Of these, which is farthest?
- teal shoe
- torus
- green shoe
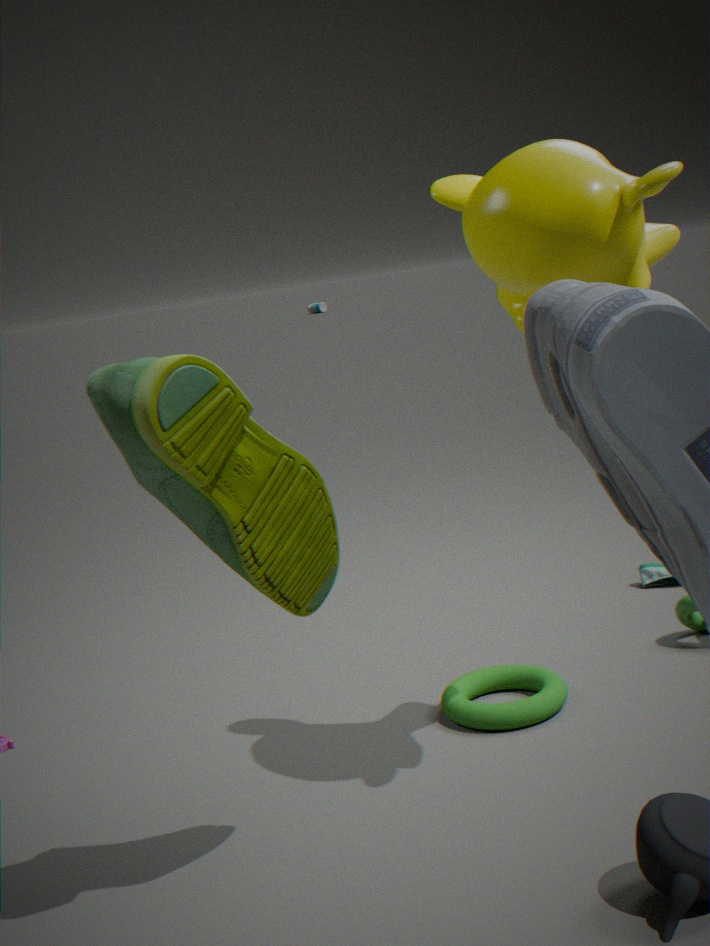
teal shoe
